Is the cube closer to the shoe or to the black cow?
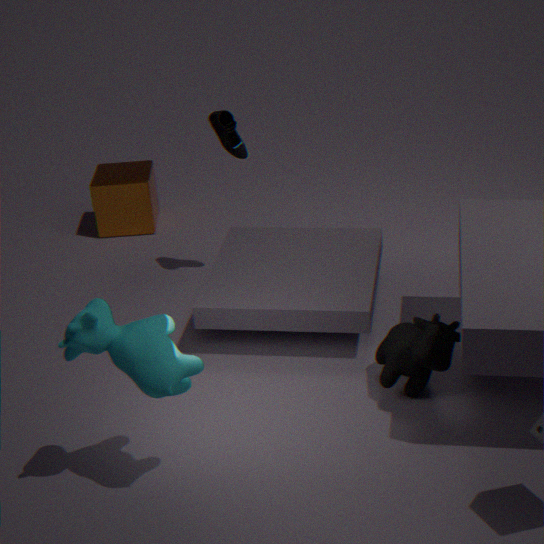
the shoe
